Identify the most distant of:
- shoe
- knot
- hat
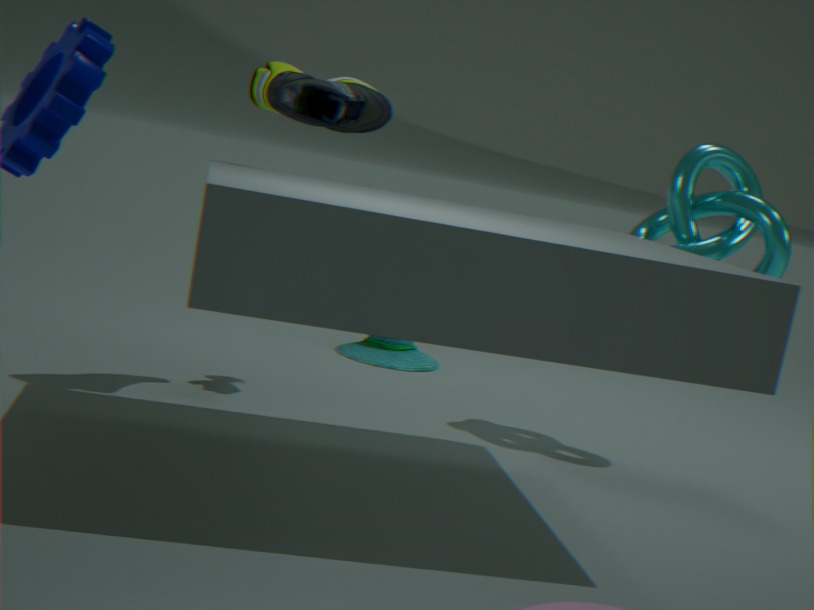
hat
